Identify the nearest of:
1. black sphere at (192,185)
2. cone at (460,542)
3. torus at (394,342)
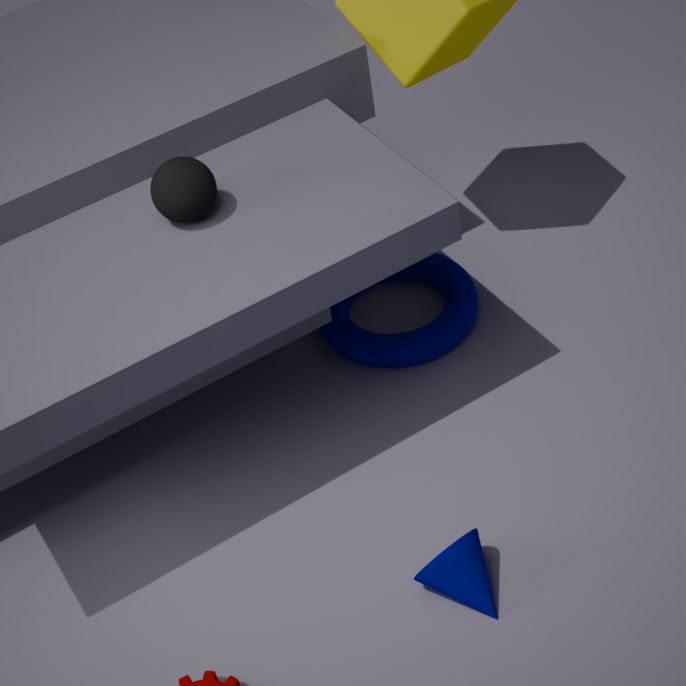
cone at (460,542)
